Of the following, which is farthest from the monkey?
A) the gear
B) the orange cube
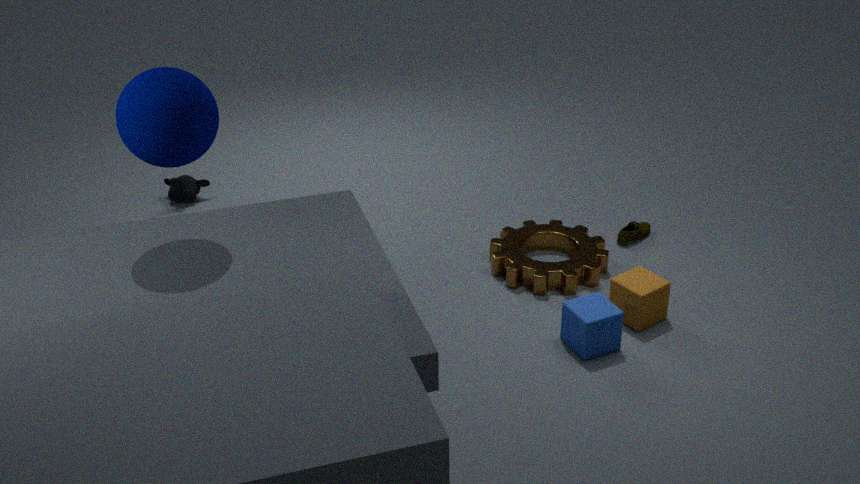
the orange cube
